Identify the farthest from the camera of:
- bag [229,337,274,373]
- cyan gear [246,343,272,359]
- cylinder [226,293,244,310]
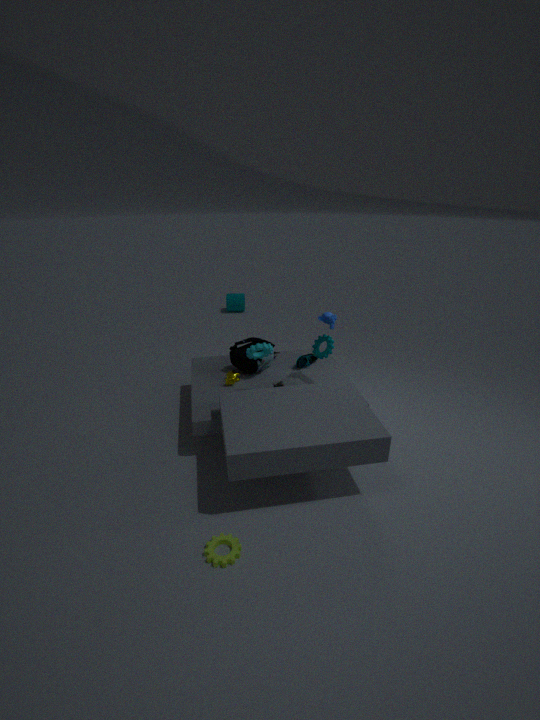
cylinder [226,293,244,310]
